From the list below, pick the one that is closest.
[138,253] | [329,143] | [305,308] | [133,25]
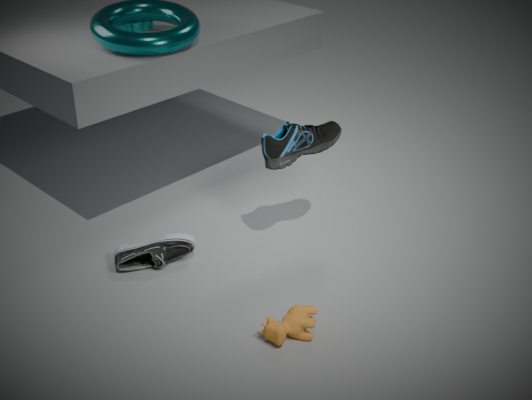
[305,308]
